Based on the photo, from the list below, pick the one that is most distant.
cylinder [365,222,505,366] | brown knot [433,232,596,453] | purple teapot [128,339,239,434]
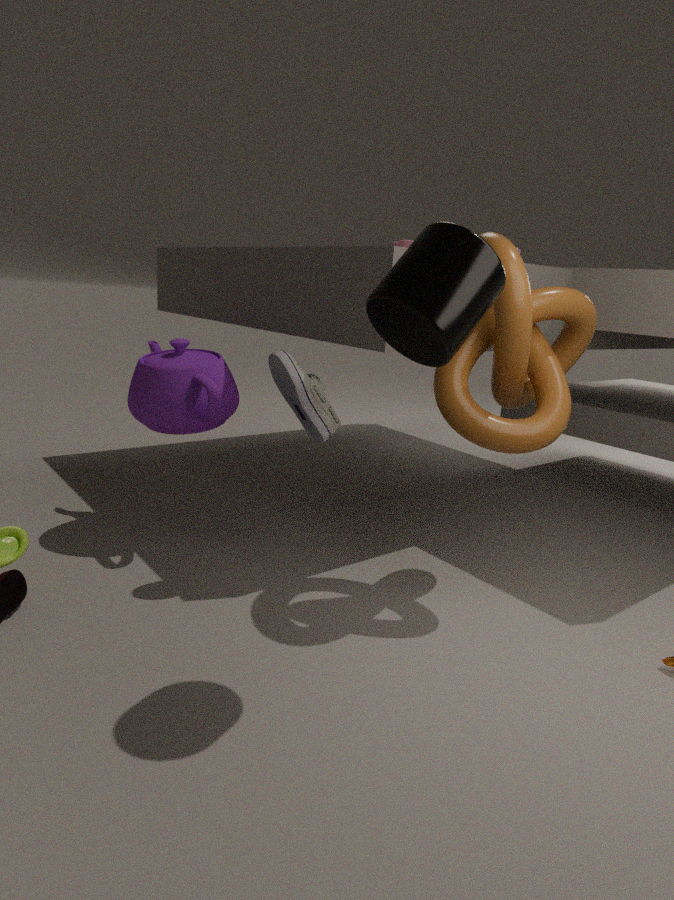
purple teapot [128,339,239,434]
